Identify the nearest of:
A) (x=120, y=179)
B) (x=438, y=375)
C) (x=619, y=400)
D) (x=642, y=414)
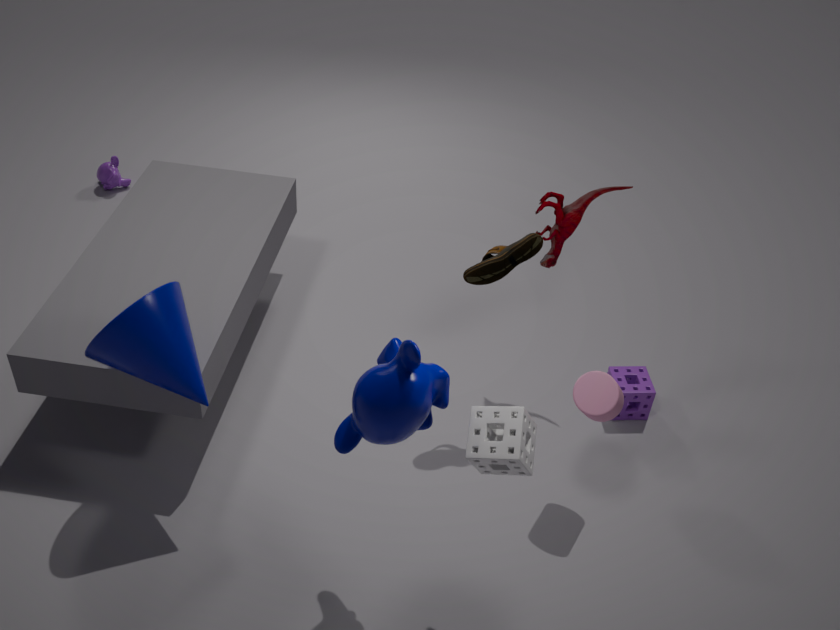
(x=438, y=375)
